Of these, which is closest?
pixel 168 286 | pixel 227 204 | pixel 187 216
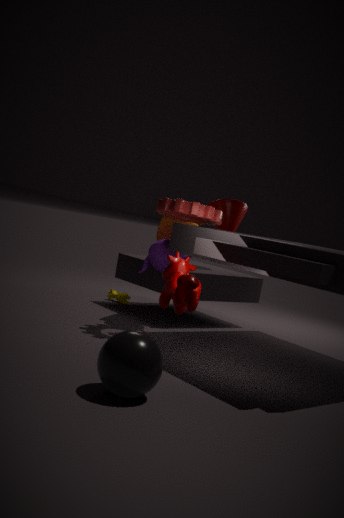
pixel 168 286
